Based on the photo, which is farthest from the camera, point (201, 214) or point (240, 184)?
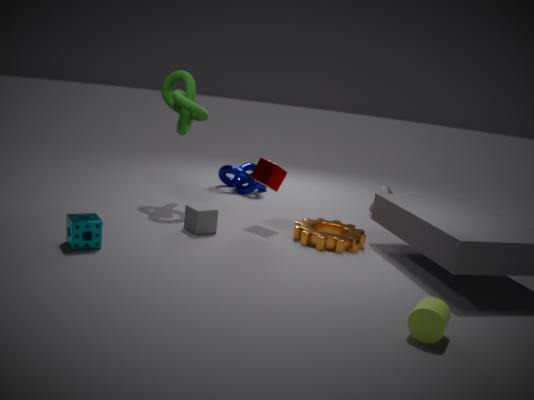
point (240, 184)
